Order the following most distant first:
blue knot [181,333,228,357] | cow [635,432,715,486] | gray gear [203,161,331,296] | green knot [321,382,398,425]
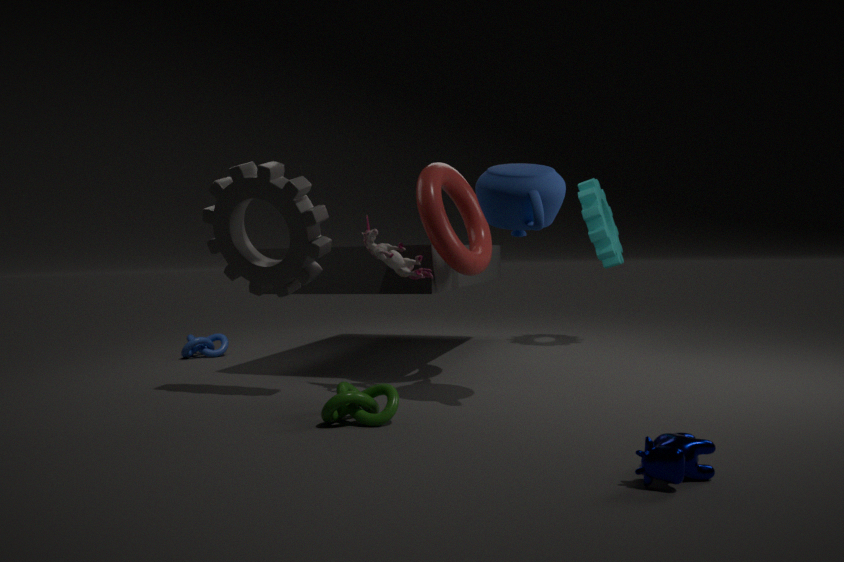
1. blue knot [181,333,228,357]
2. gray gear [203,161,331,296]
3. green knot [321,382,398,425]
4. cow [635,432,715,486]
